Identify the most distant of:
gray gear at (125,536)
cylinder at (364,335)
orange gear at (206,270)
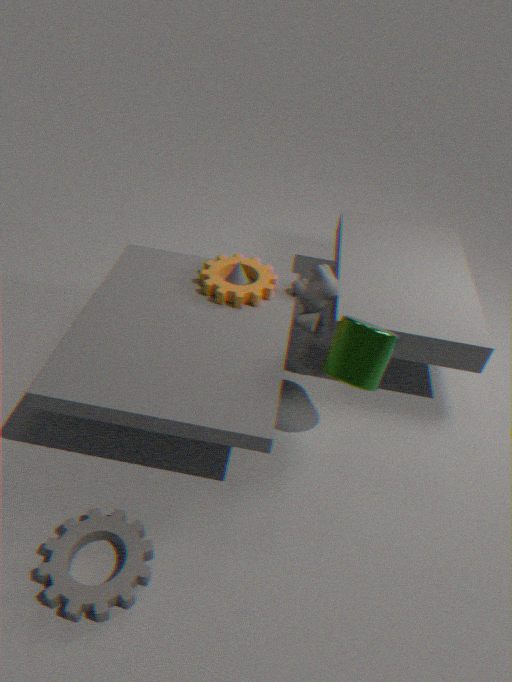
orange gear at (206,270)
